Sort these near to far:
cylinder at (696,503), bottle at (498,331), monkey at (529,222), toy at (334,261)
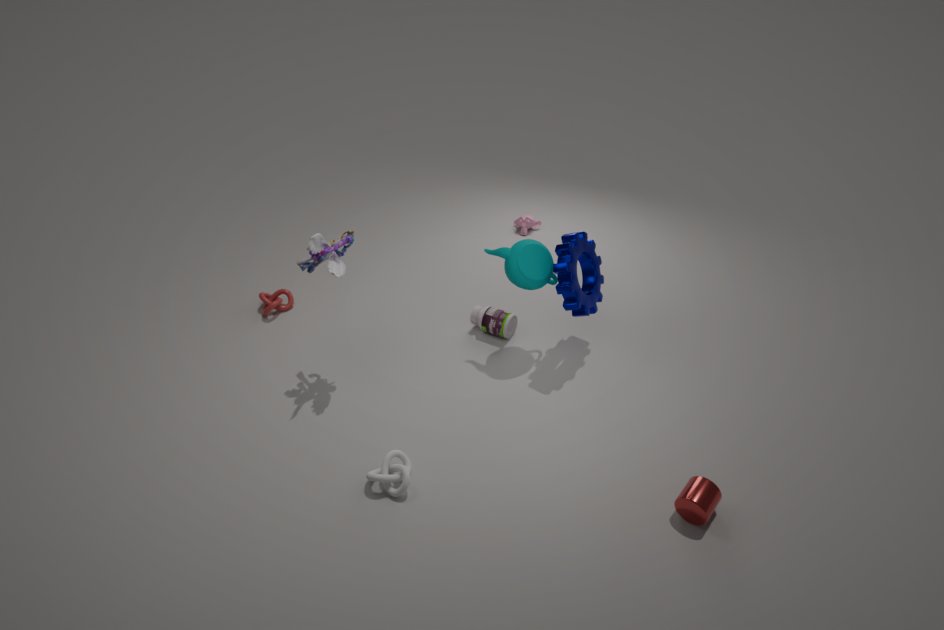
cylinder at (696,503) < toy at (334,261) < bottle at (498,331) < monkey at (529,222)
